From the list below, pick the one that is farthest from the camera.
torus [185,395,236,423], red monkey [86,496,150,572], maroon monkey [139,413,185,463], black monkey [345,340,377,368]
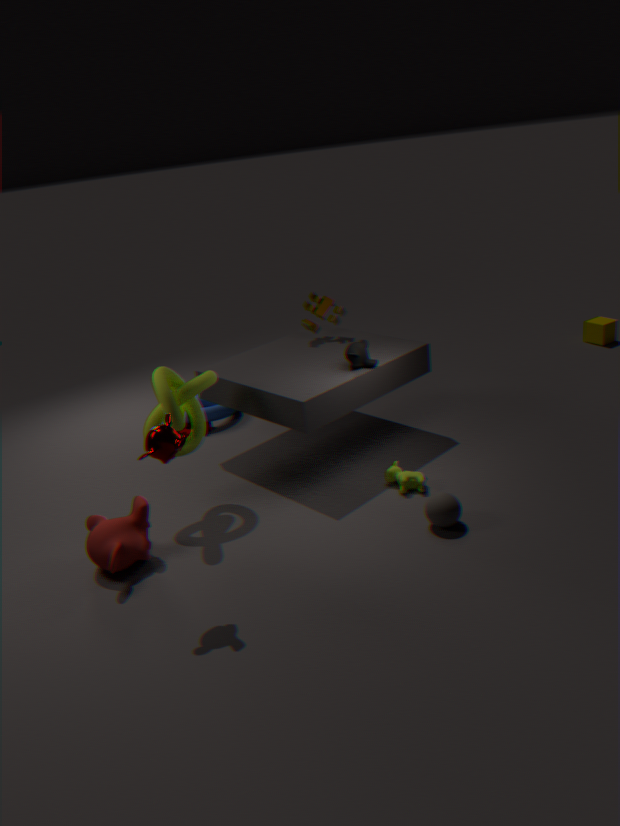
torus [185,395,236,423]
